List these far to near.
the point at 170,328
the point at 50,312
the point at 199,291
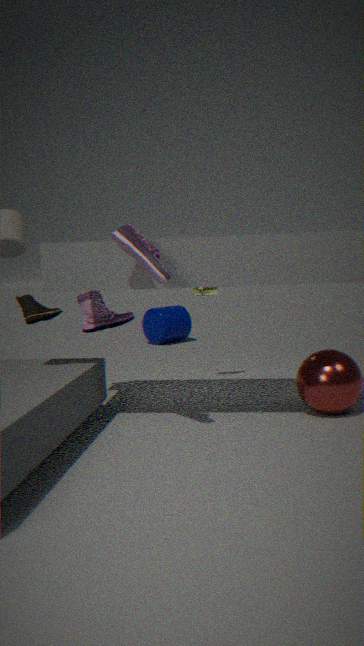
the point at 170,328, the point at 199,291, the point at 50,312
